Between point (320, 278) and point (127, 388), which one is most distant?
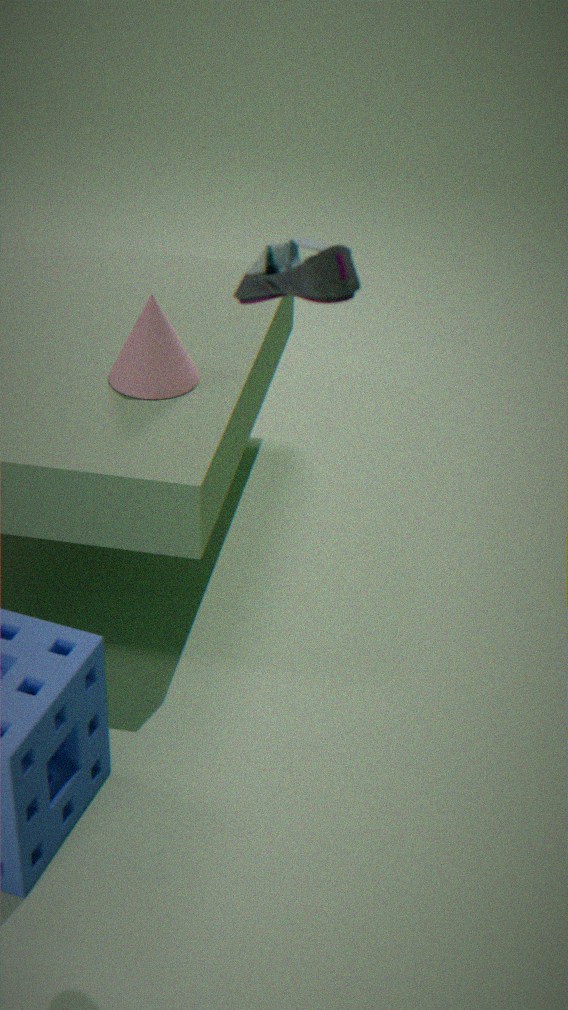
point (127, 388)
